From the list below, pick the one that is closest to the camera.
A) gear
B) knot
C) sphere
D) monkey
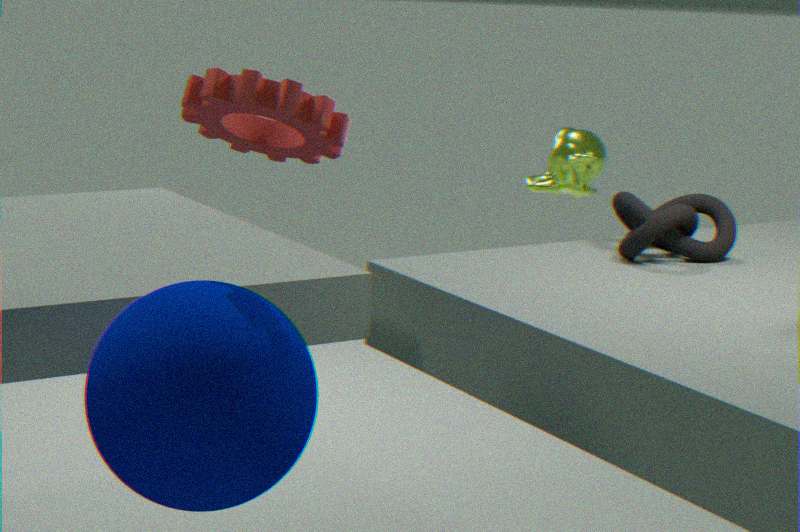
sphere
